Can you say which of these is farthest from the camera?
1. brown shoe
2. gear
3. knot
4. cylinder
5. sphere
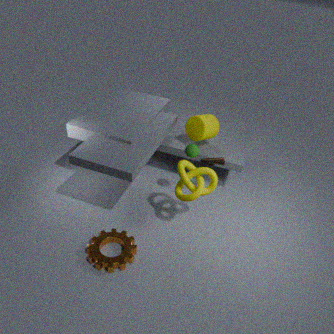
cylinder
